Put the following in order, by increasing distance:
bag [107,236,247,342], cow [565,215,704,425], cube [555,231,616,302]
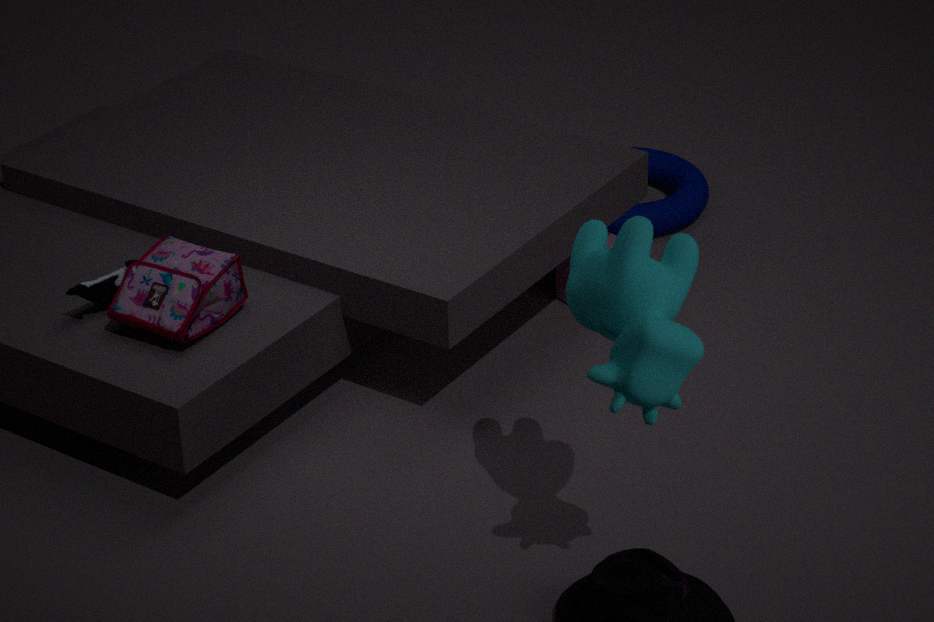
cow [565,215,704,425] → bag [107,236,247,342] → cube [555,231,616,302]
